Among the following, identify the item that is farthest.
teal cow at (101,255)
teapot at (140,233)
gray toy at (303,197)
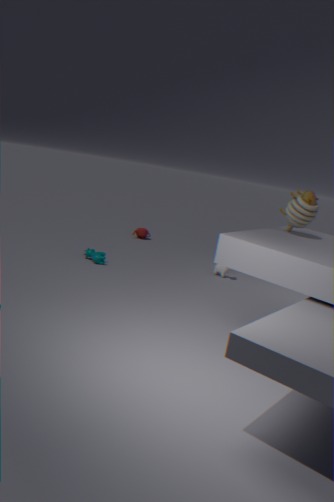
teapot at (140,233)
